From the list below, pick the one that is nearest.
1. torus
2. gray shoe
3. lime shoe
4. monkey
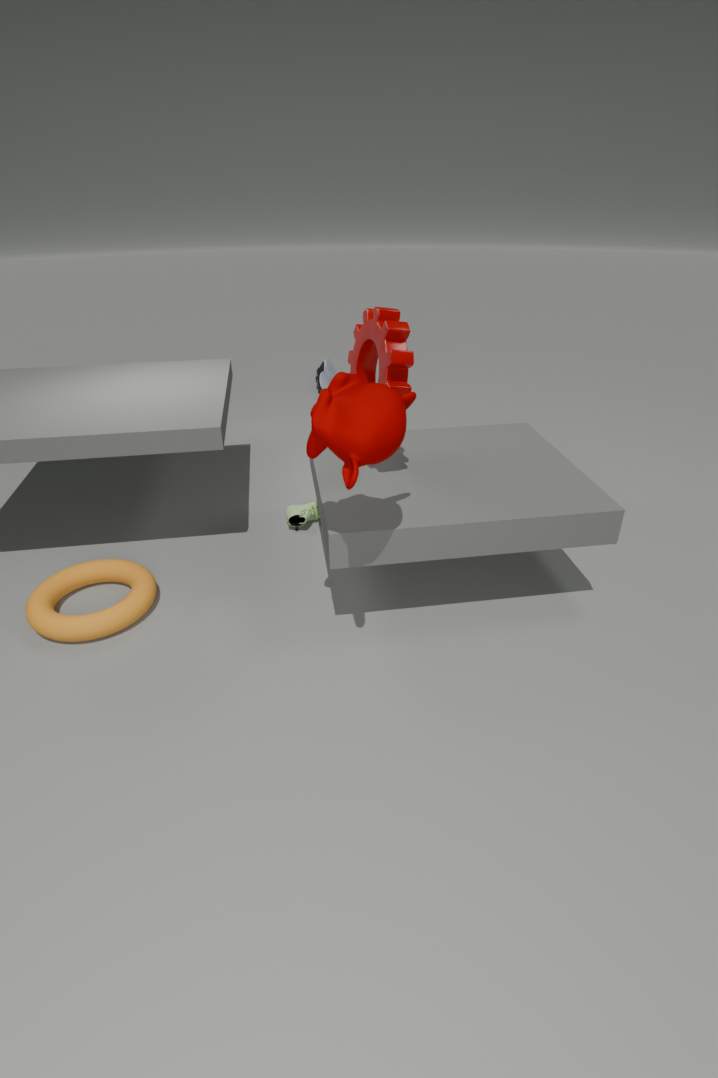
monkey
